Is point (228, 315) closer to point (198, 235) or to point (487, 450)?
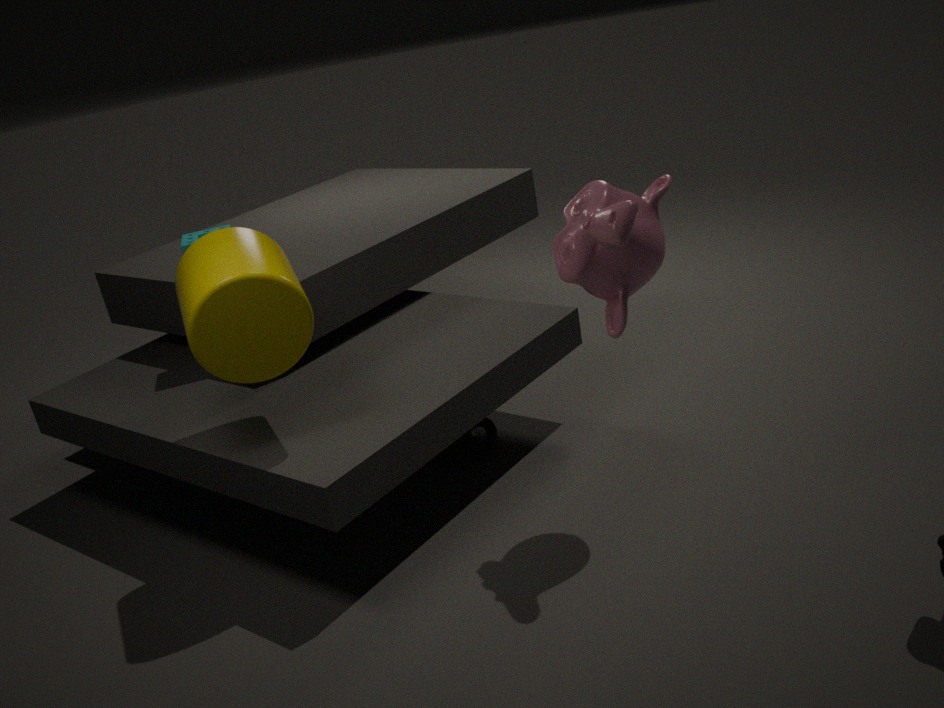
point (198, 235)
